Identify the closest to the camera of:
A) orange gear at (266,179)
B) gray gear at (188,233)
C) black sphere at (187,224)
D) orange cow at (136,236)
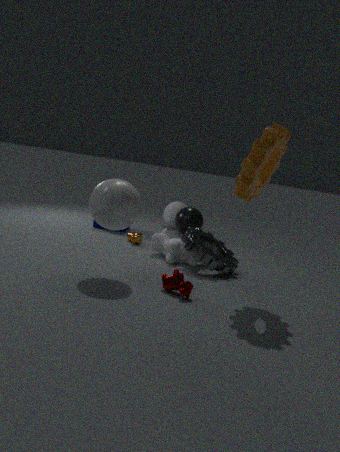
orange gear at (266,179)
